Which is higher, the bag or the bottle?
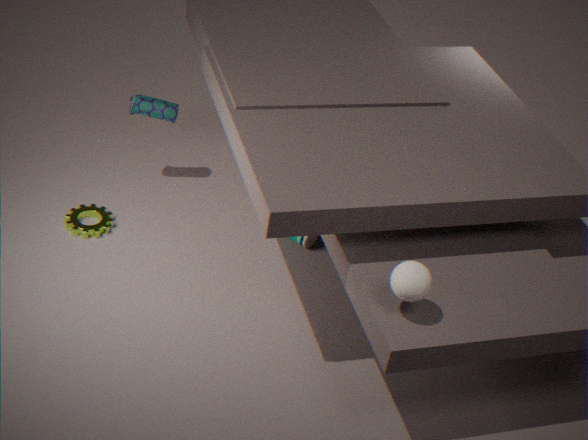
the bag
